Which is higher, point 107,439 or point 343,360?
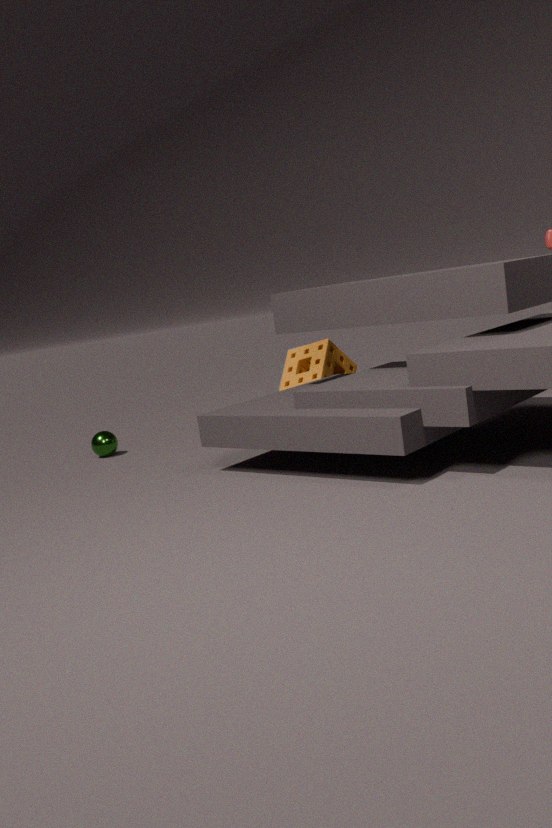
point 343,360
